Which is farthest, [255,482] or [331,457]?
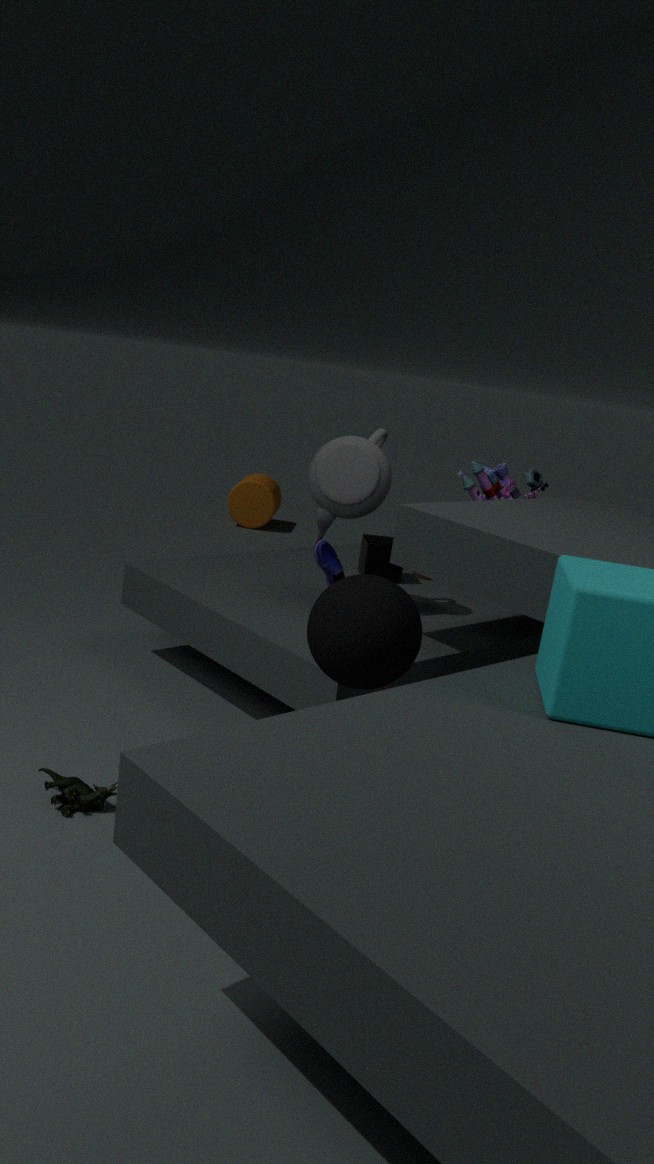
[255,482]
